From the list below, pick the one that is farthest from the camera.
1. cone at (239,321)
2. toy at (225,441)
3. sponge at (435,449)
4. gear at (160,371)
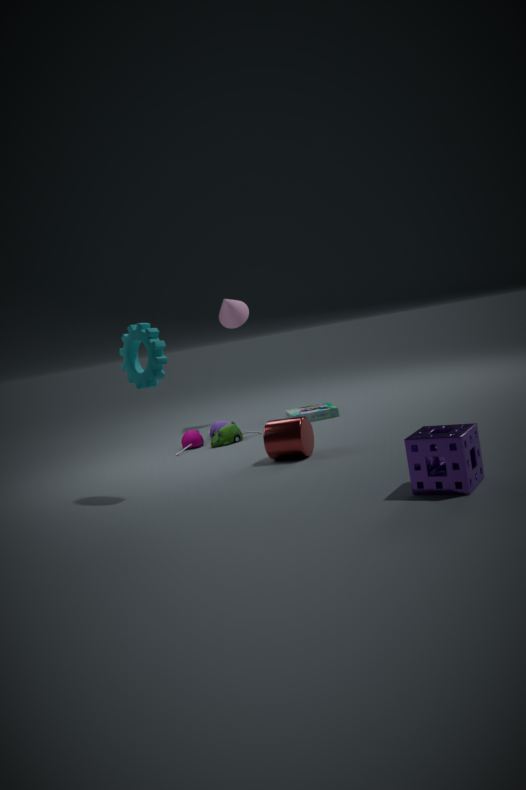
cone at (239,321)
